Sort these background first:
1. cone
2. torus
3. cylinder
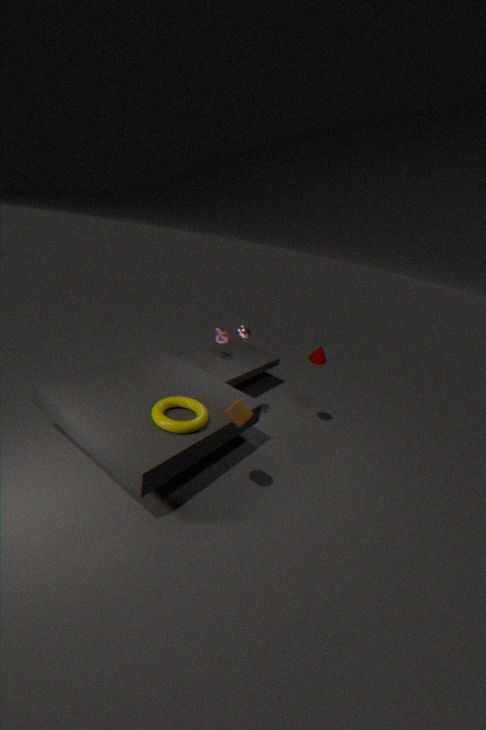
cone
torus
cylinder
